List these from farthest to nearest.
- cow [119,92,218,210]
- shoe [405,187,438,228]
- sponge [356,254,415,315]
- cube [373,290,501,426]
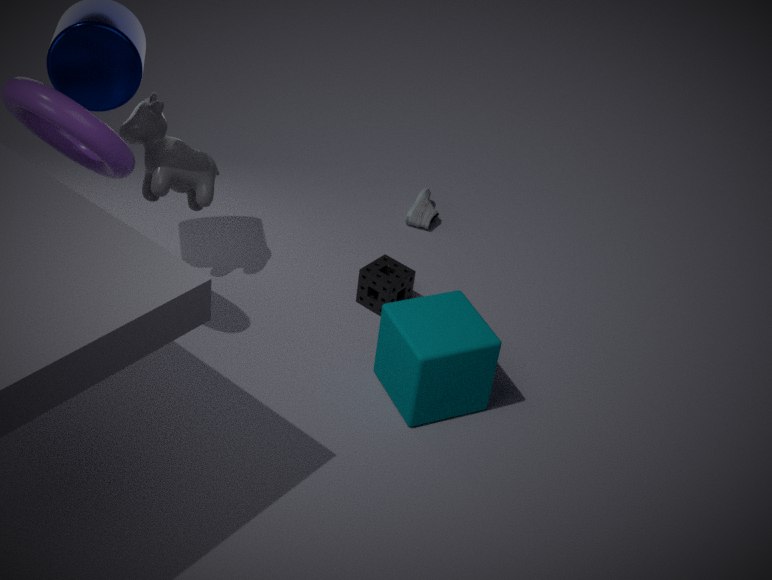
shoe [405,187,438,228] < sponge [356,254,415,315] < cow [119,92,218,210] < cube [373,290,501,426]
